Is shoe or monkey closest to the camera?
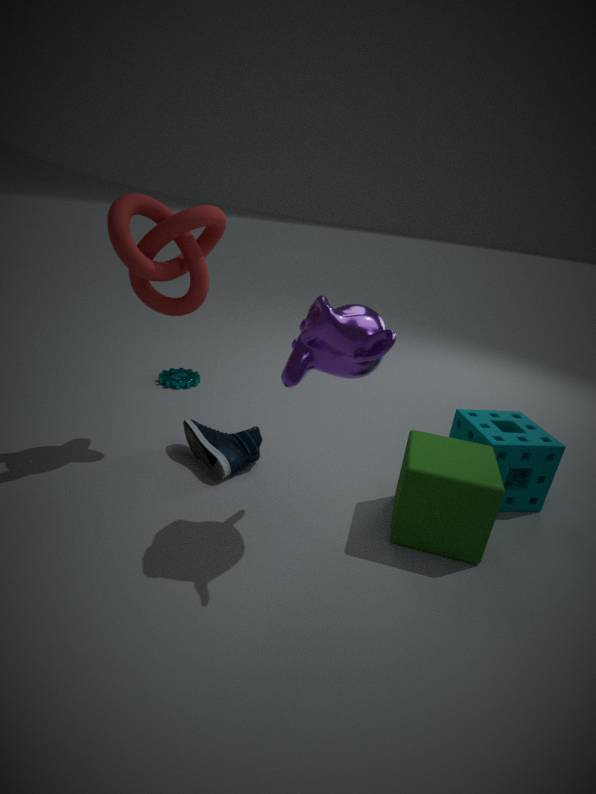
monkey
